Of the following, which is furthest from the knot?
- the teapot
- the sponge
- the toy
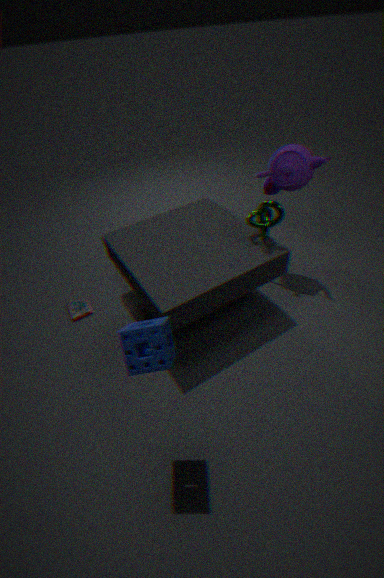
the sponge
